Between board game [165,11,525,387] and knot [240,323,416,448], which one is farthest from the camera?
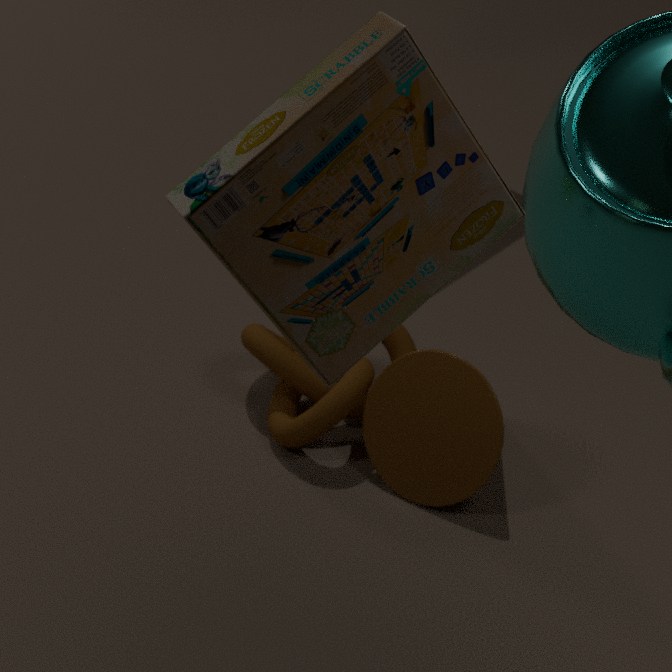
knot [240,323,416,448]
